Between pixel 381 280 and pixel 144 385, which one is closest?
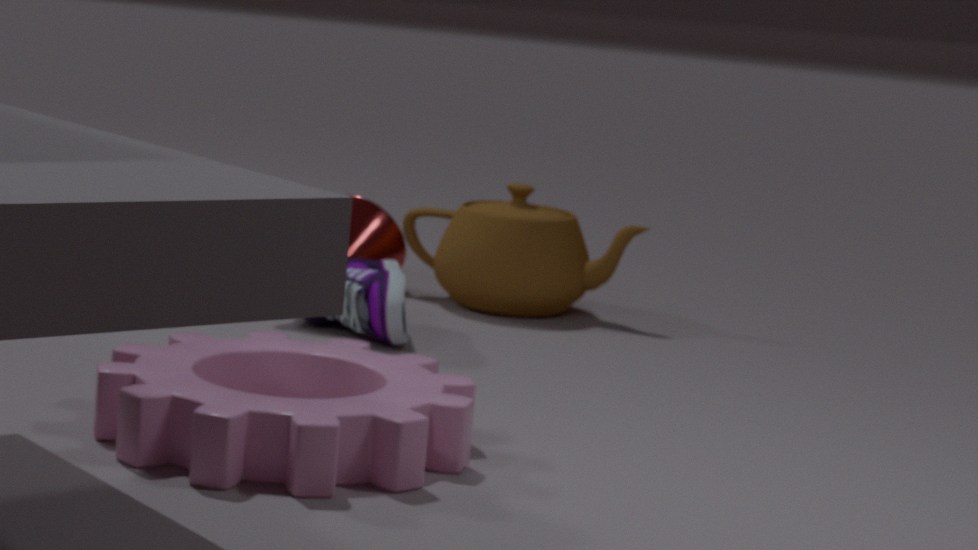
pixel 144 385
